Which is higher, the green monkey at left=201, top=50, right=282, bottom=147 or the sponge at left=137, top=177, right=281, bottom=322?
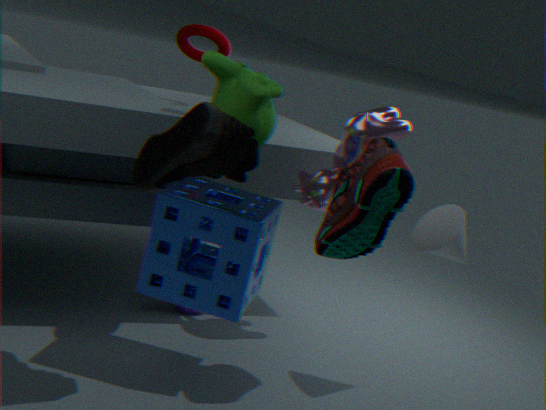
the green monkey at left=201, top=50, right=282, bottom=147
